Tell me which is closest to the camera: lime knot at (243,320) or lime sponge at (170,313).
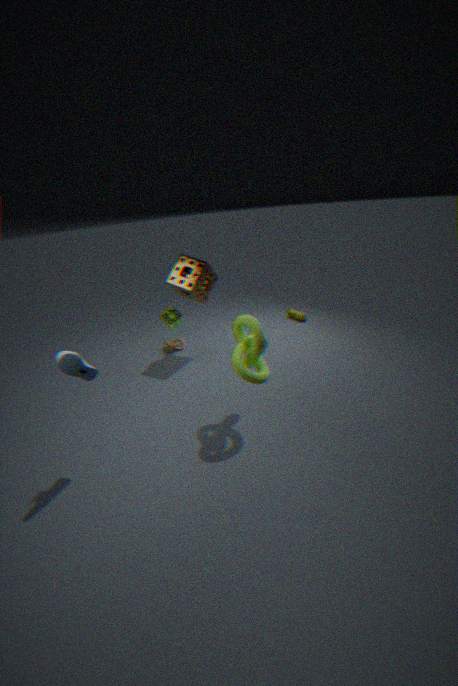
lime knot at (243,320)
